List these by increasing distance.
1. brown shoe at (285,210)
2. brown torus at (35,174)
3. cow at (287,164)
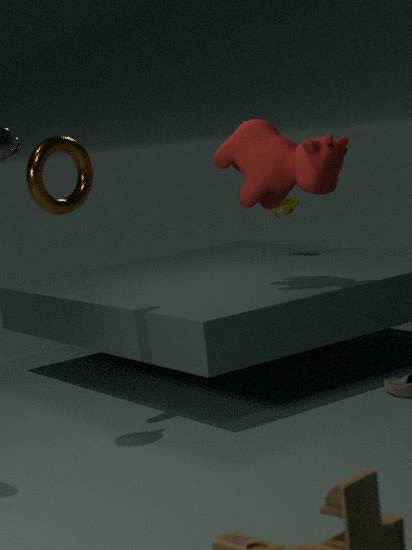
brown torus at (35,174) → cow at (287,164) → brown shoe at (285,210)
